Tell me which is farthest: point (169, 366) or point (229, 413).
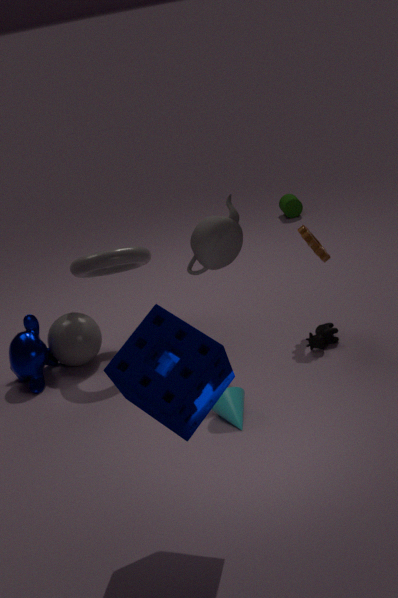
point (229, 413)
